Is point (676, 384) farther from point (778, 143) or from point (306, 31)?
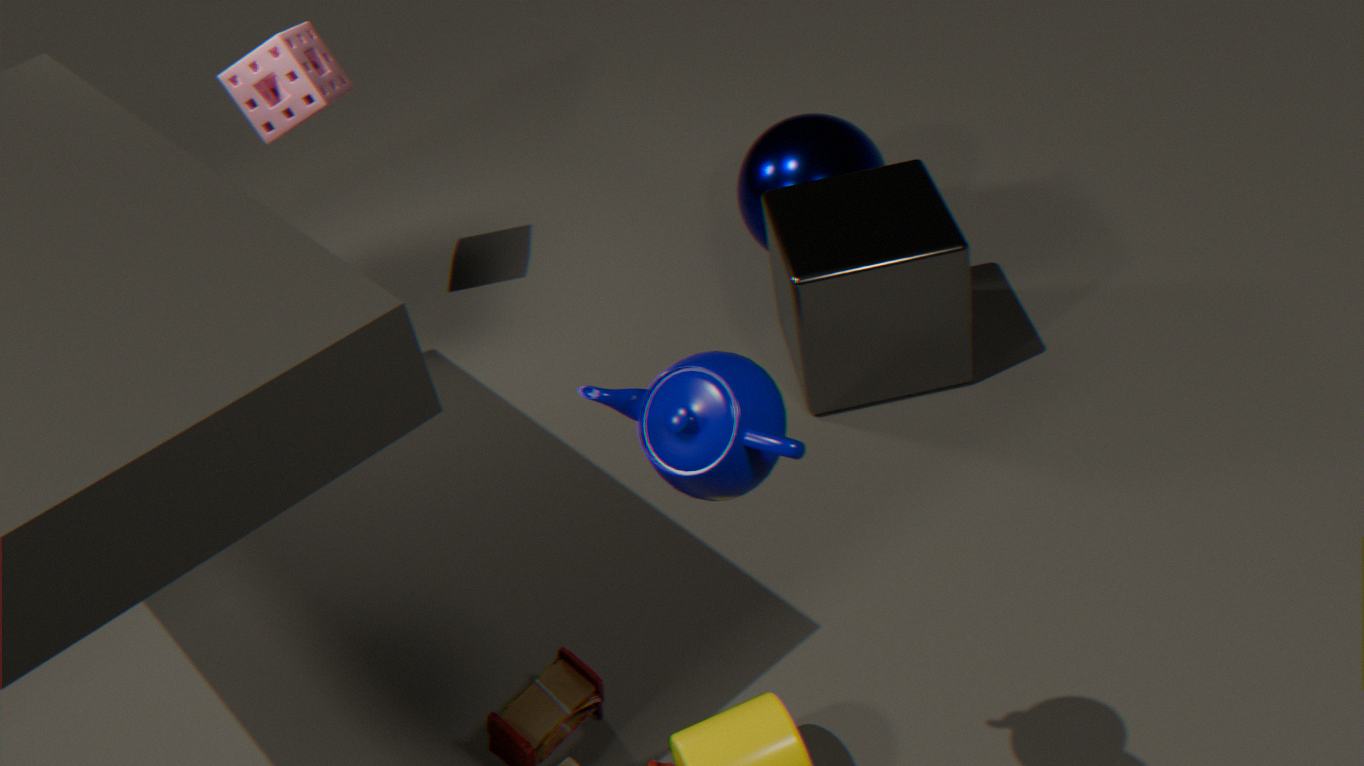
point (306, 31)
